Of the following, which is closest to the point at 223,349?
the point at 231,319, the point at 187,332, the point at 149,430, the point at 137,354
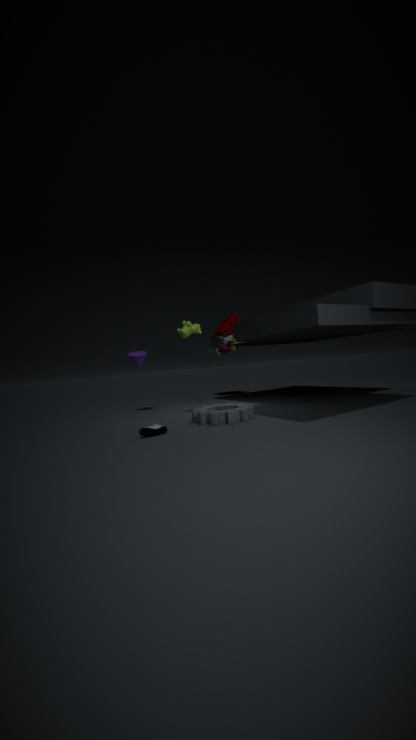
the point at 187,332
